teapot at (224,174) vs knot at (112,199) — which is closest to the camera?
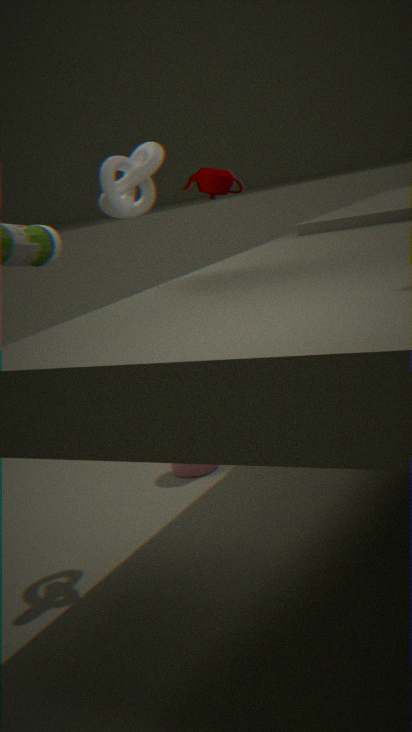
knot at (112,199)
